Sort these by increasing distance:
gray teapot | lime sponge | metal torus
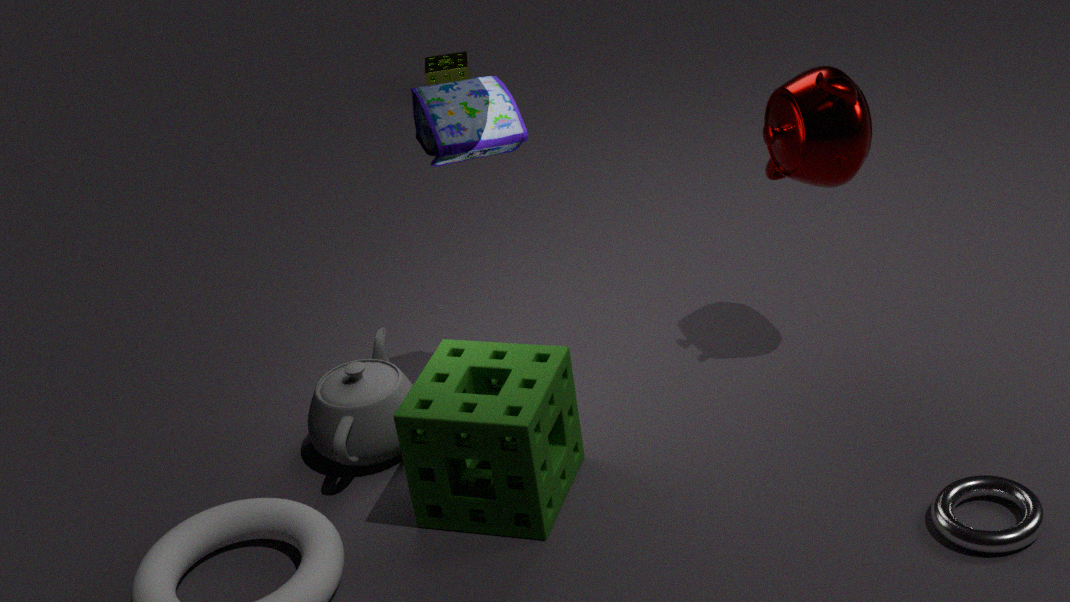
1. metal torus
2. gray teapot
3. lime sponge
